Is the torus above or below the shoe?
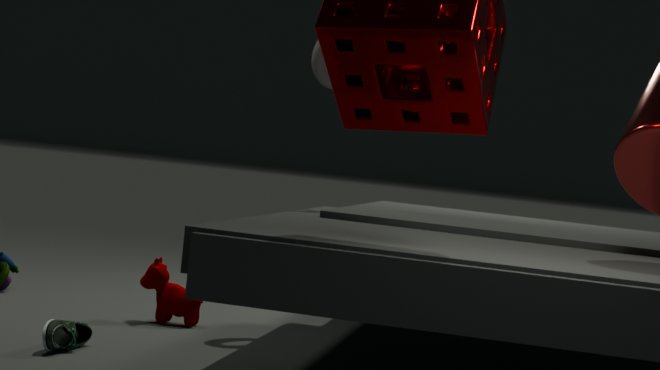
above
